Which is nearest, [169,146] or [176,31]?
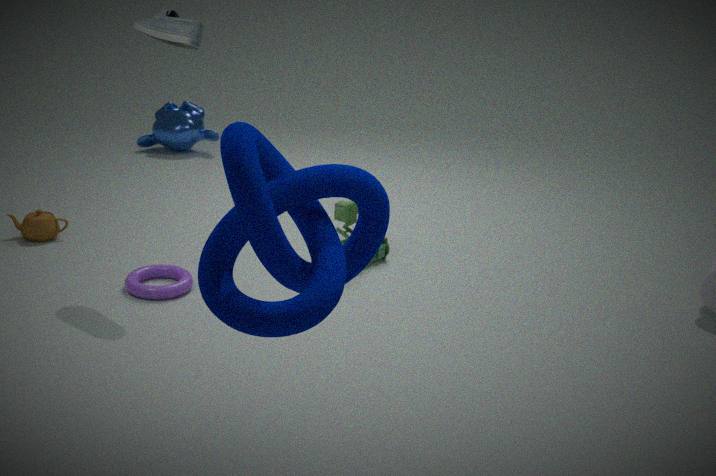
[176,31]
